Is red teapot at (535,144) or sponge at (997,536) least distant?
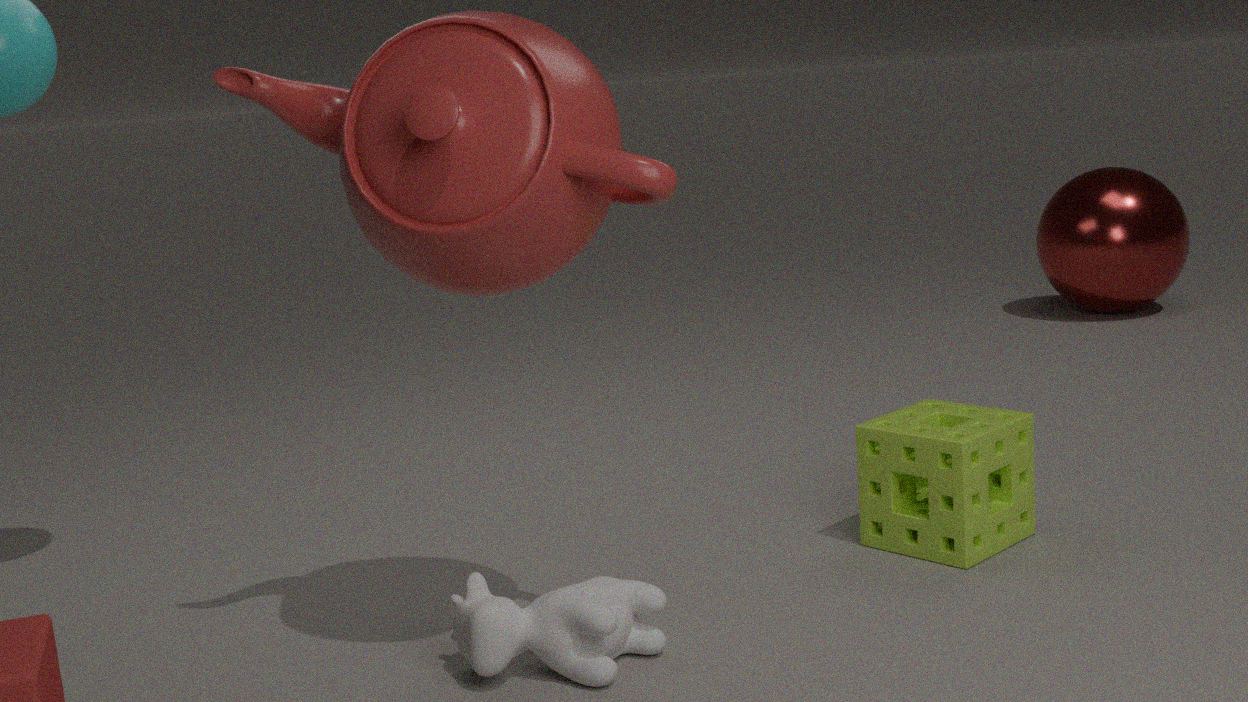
red teapot at (535,144)
